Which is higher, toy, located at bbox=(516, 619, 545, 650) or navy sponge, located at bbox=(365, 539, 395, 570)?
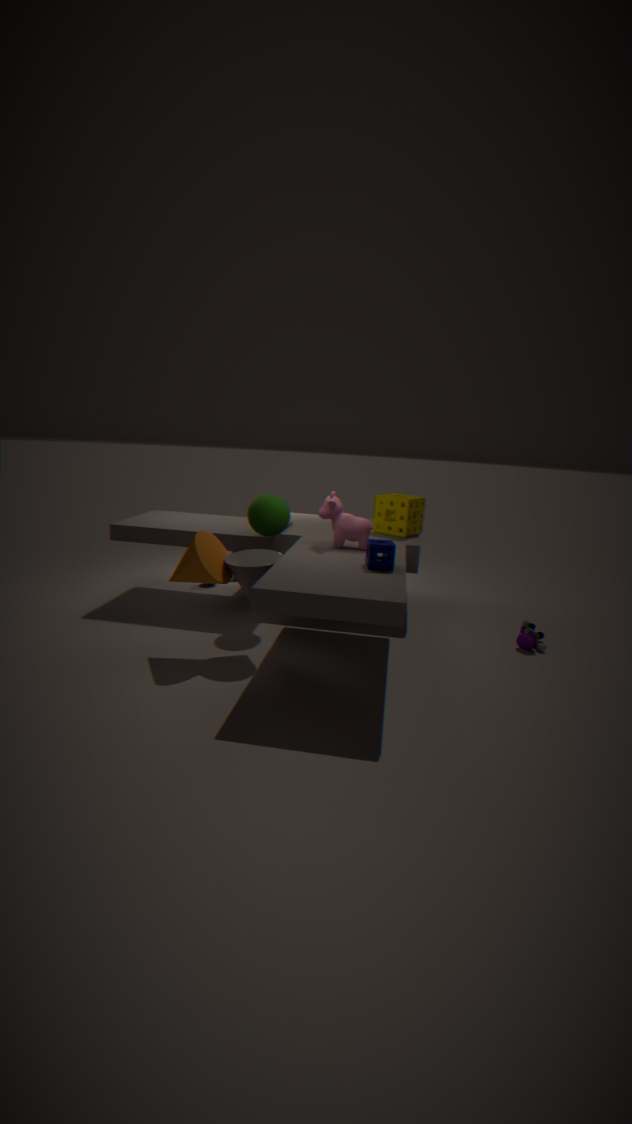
navy sponge, located at bbox=(365, 539, 395, 570)
